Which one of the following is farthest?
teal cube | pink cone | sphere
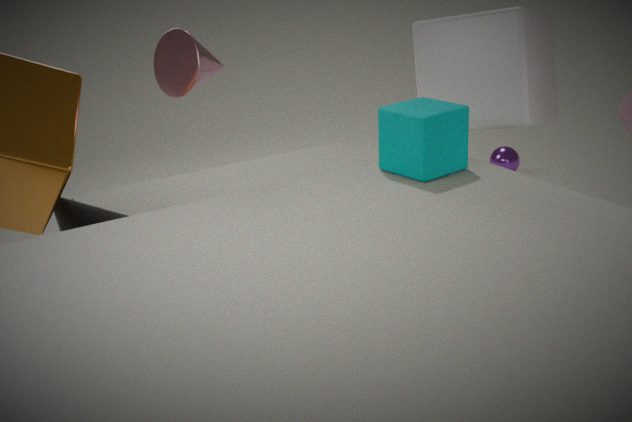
sphere
